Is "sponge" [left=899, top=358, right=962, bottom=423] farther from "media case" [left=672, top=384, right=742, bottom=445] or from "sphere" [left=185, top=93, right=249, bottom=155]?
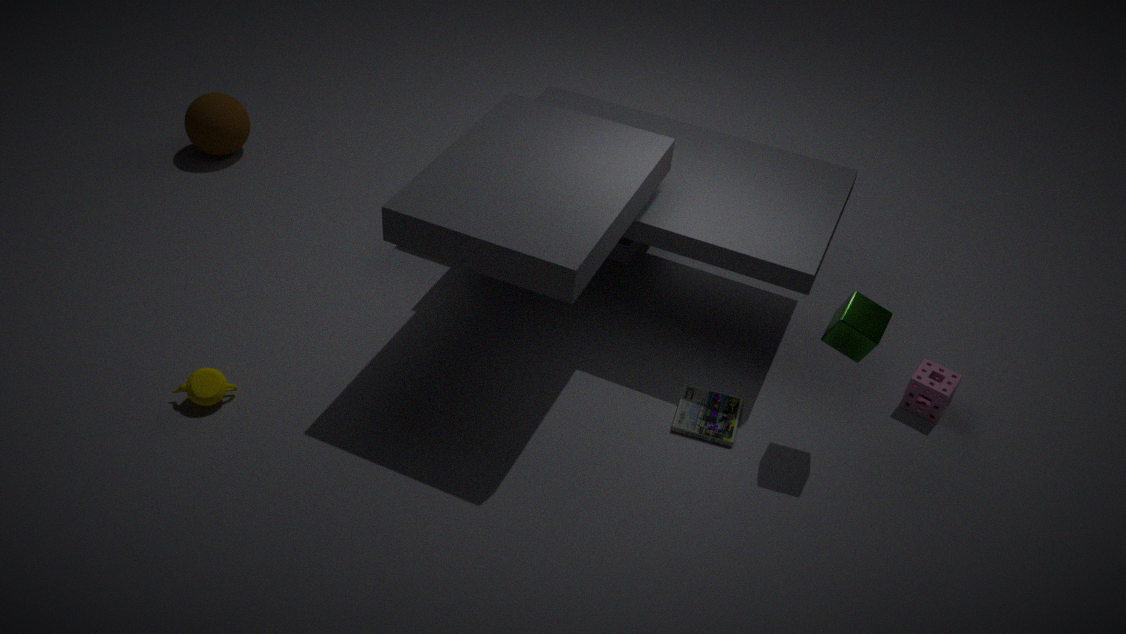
"sphere" [left=185, top=93, right=249, bottom=155]
